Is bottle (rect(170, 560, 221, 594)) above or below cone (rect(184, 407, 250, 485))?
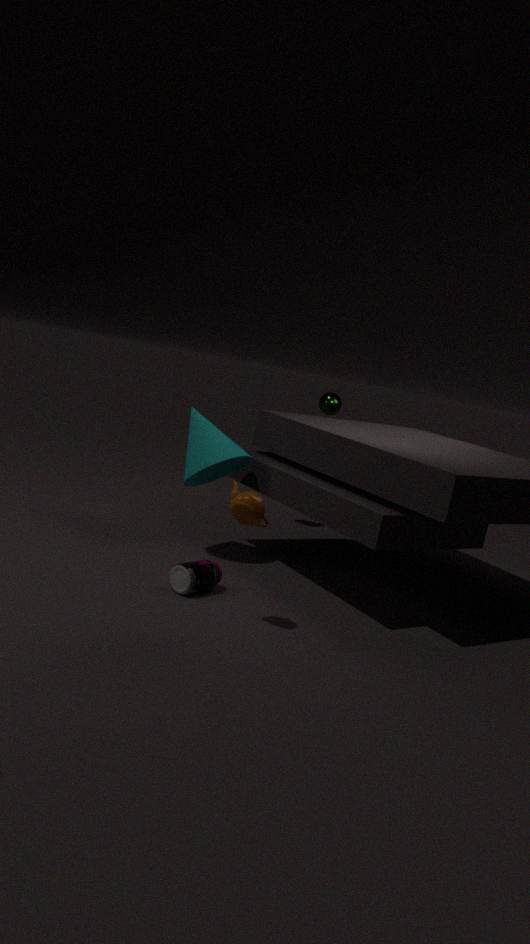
below
